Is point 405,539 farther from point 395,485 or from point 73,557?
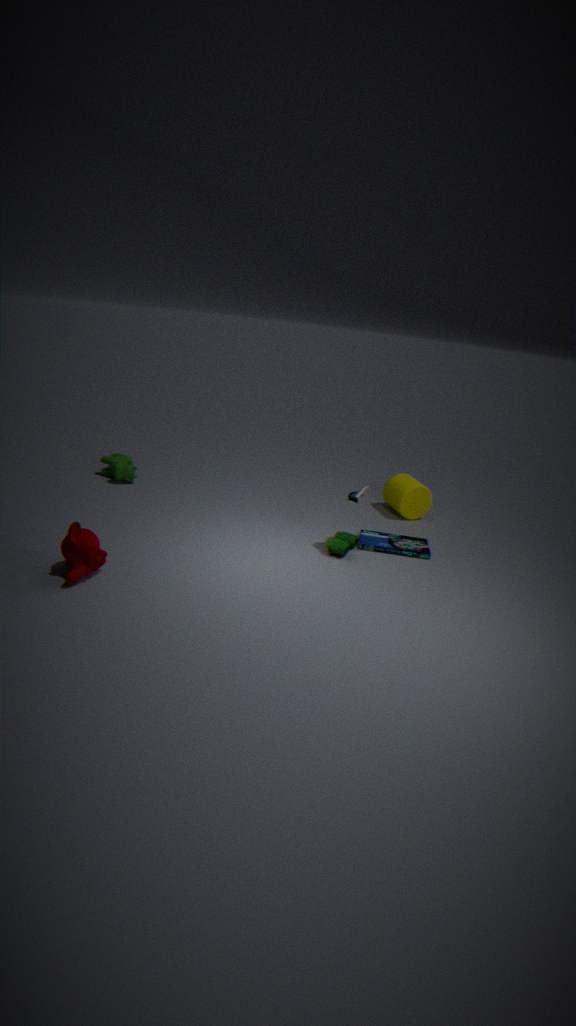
point 73,557
